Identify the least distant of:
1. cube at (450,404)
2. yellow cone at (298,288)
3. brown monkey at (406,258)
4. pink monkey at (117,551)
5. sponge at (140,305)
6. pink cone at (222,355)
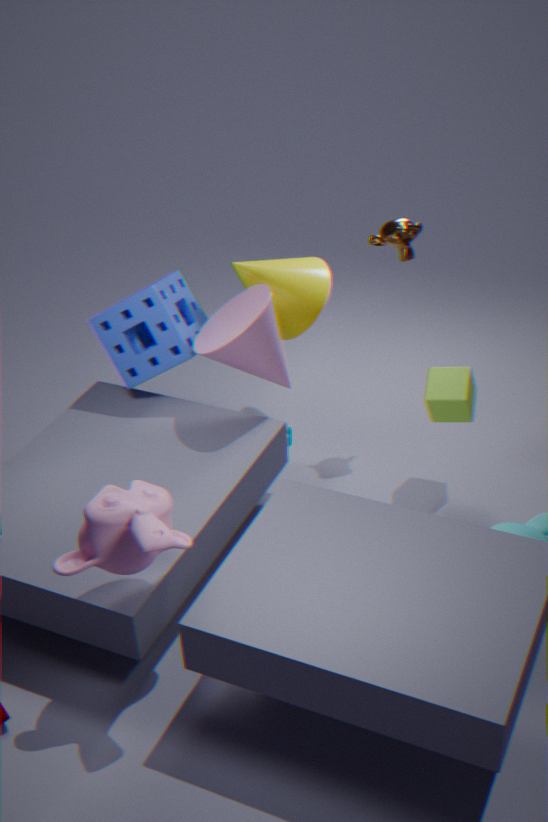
pink monkey at (117,551)
